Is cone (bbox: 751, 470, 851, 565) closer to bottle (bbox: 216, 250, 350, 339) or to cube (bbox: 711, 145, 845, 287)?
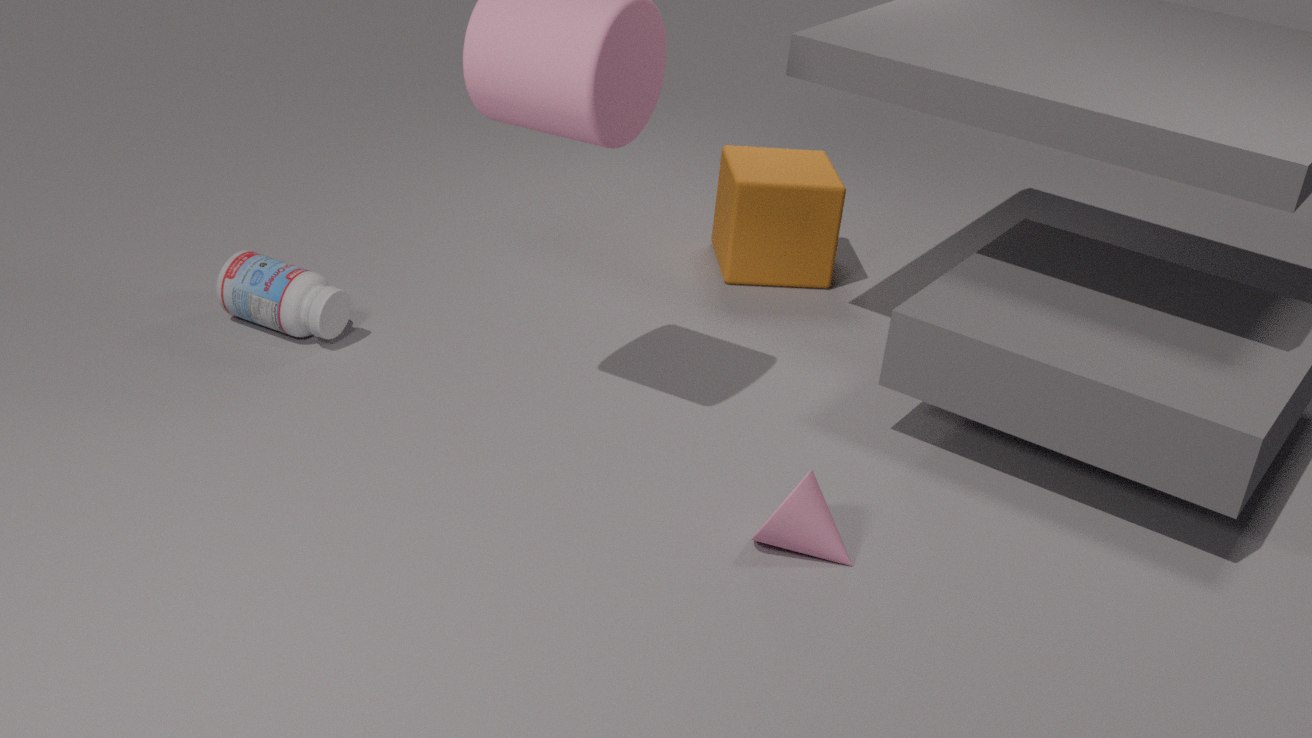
cube (bbox: 711, 145, 845, 287)
